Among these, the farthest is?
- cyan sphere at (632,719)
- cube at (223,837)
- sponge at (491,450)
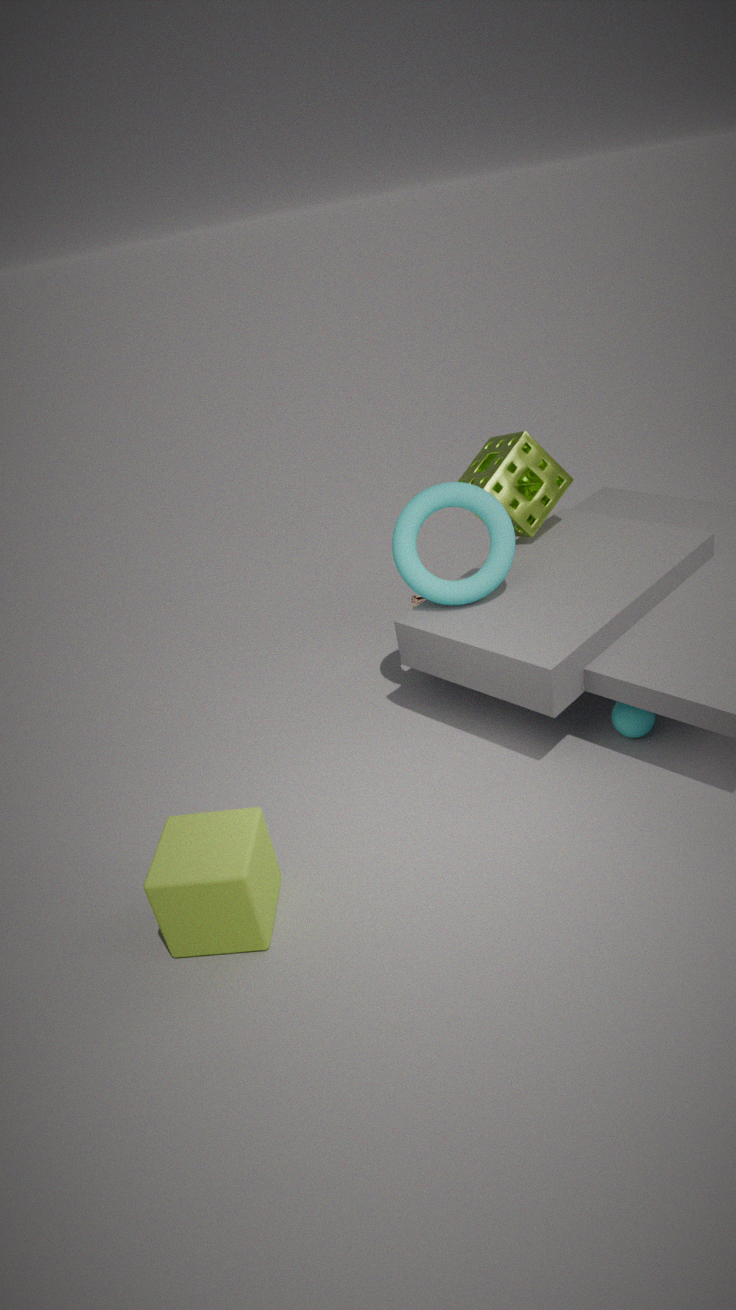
sponge at (491,450)
